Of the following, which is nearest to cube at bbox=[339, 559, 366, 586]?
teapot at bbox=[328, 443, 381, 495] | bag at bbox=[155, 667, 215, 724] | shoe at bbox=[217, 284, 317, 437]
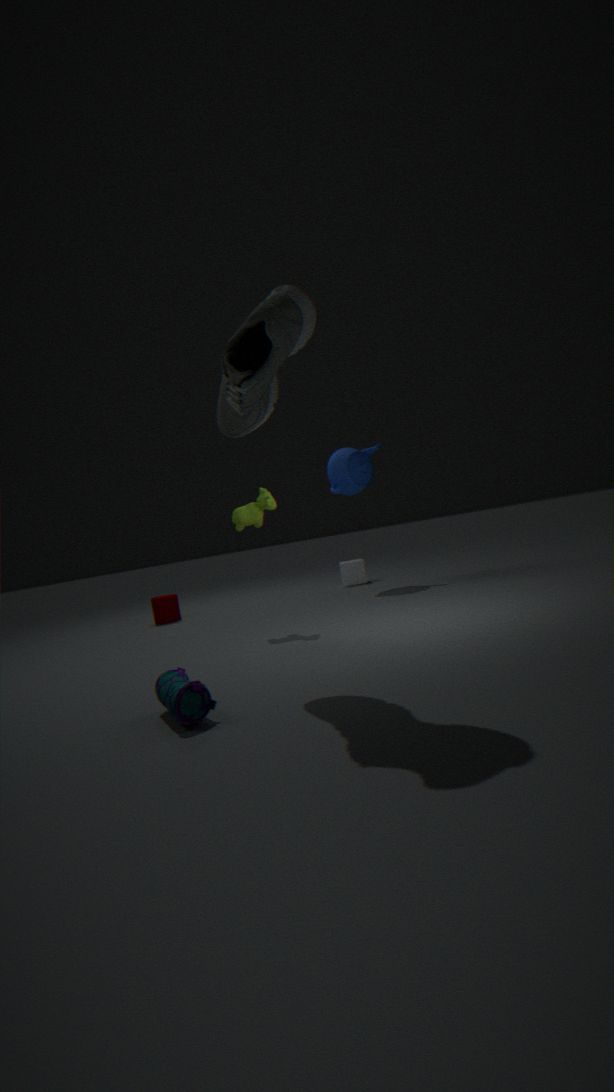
teapot at bbox=[328, 443, 381, 495]
